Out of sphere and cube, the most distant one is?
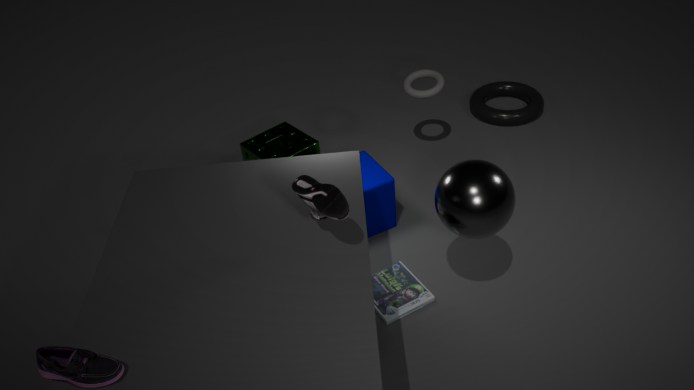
cube
